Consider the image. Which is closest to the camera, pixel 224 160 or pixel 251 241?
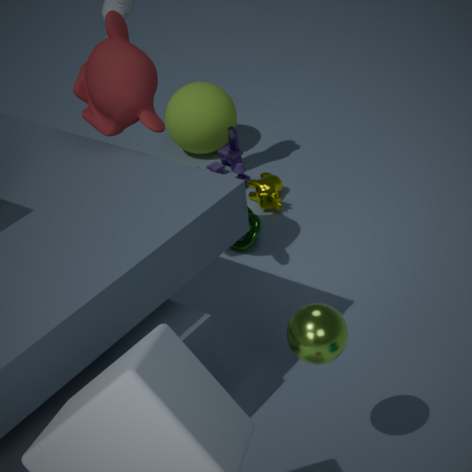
pixel 251 241
